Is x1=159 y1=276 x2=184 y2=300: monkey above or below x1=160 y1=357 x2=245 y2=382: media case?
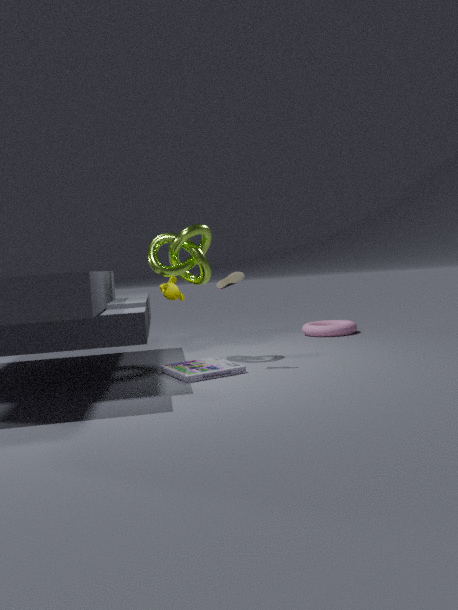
above
